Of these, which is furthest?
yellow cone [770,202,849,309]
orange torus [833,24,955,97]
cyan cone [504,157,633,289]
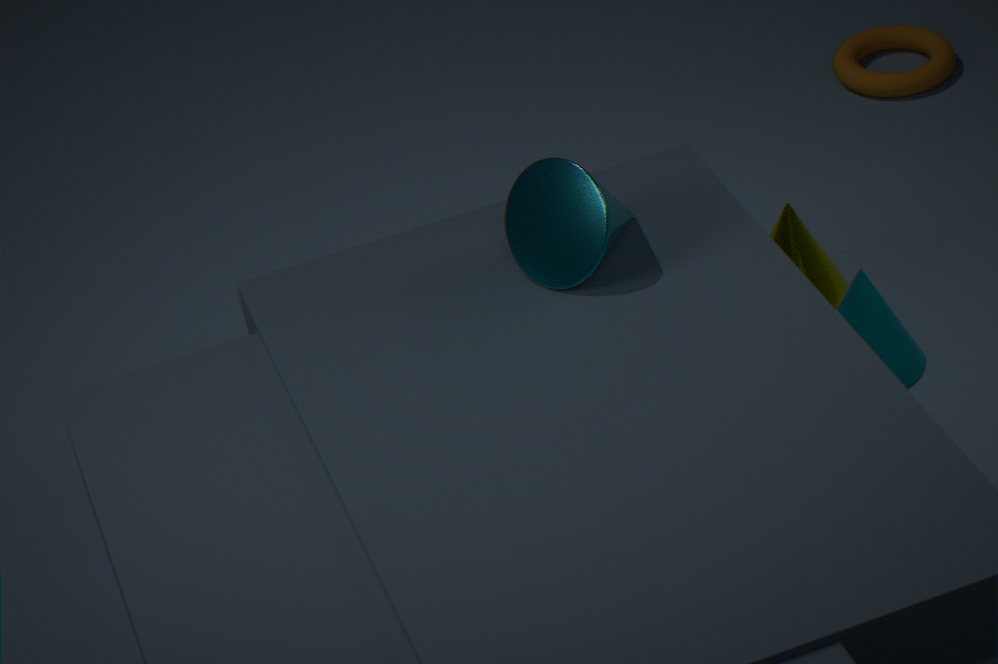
orange torus [833,24,955,97]
